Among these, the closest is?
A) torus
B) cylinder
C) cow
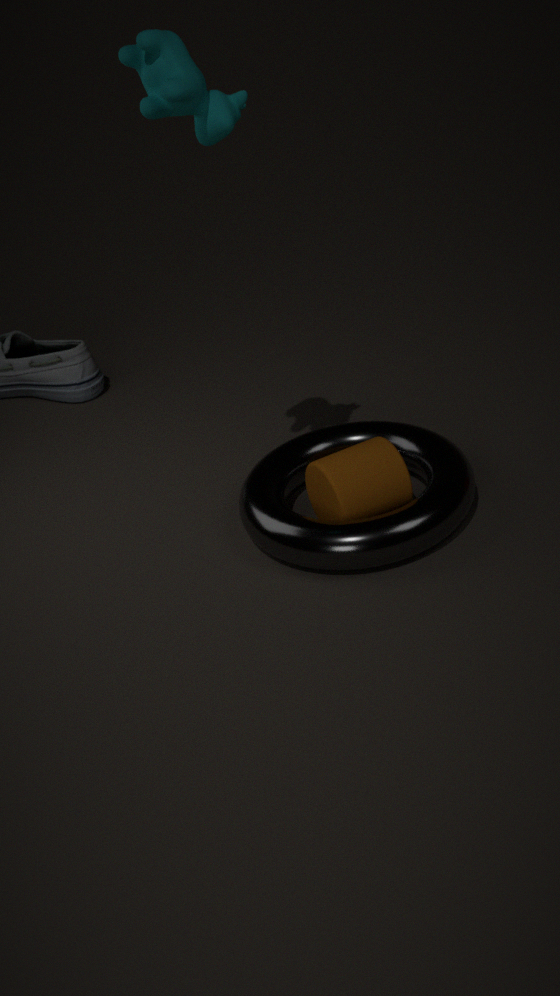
cow
